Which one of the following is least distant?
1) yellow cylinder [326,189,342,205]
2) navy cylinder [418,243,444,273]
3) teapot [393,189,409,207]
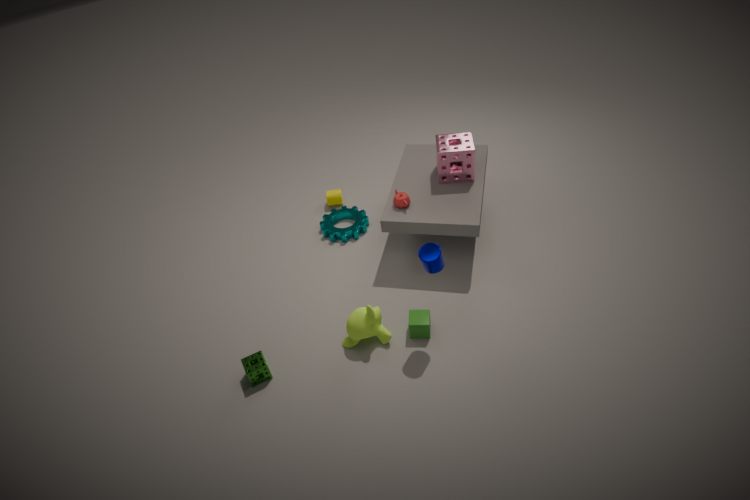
2. navy cylinder [418,243,444,273]
